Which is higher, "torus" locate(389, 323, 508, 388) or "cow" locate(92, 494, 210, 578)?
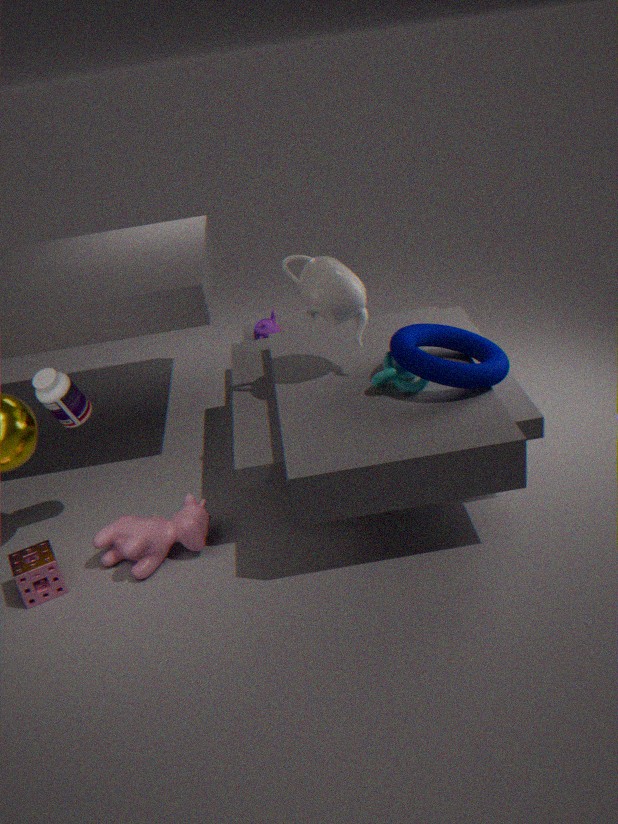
"torus" locate(389, 323, 508, 388)
